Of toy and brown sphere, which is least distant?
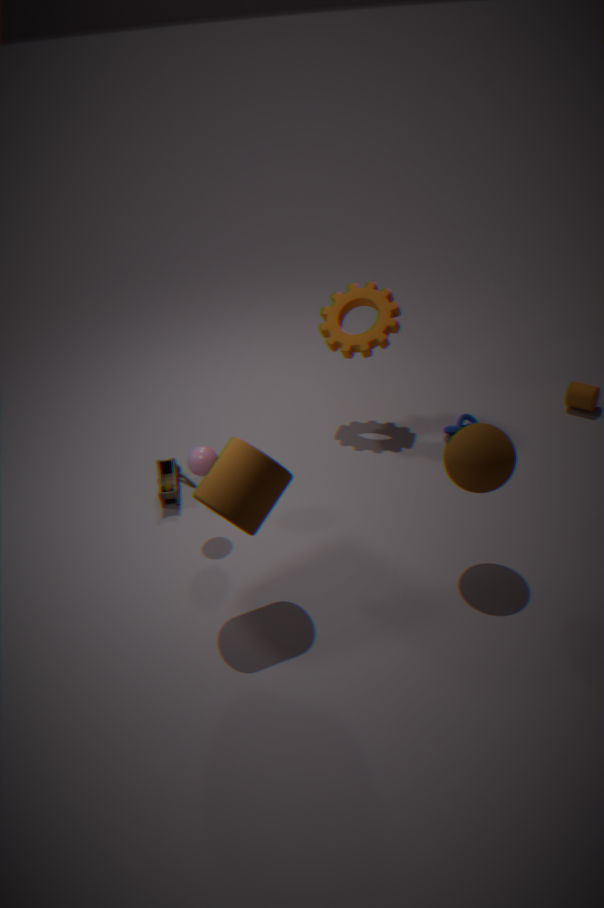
brown sphere
